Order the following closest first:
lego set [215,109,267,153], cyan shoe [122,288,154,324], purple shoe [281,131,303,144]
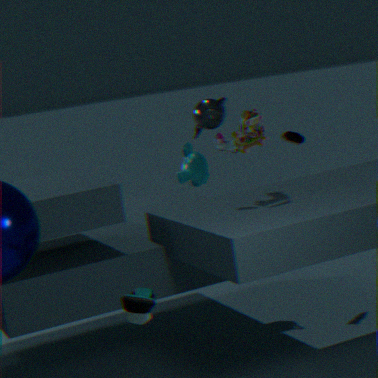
cyan shoe [122,288,154,324], lego set [215,109,267,153], purple shoe [281,131,303,144]
